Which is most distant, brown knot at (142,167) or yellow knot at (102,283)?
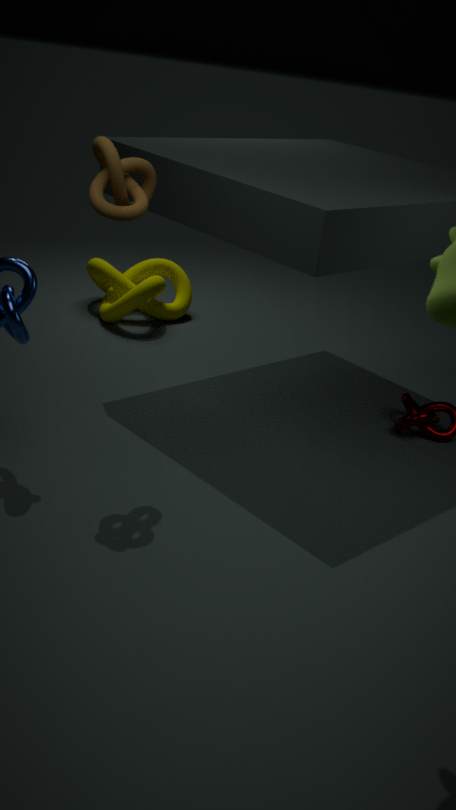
yellow knot at (102,283)
